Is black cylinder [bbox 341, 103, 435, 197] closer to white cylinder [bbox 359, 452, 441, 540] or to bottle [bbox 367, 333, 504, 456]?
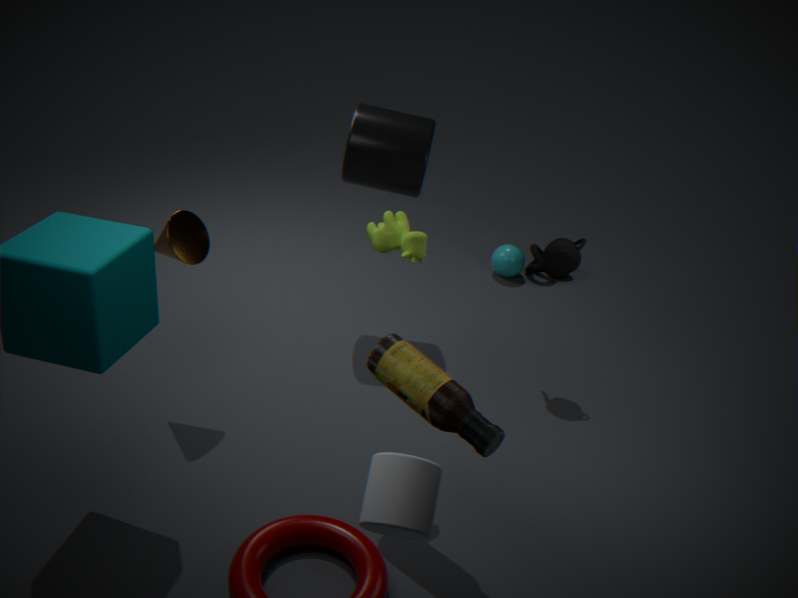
bottle [bbox 367, 333, 504, 456]
